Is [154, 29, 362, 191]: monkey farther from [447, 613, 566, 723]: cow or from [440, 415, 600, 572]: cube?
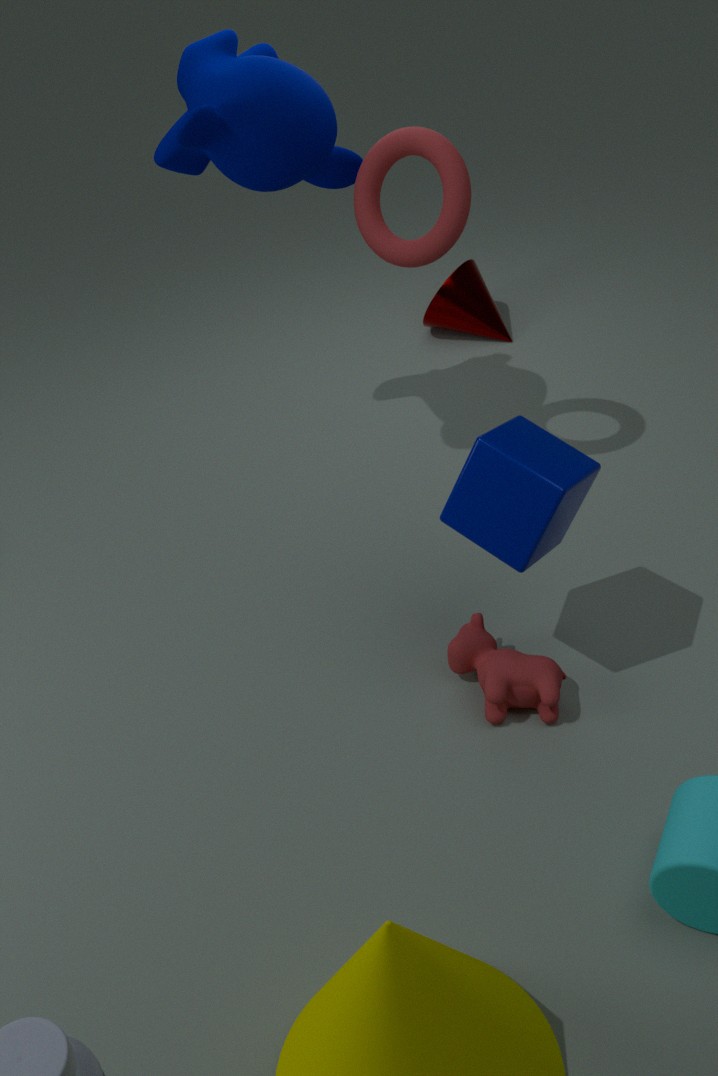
[447, 613, 566, 723]: cow
